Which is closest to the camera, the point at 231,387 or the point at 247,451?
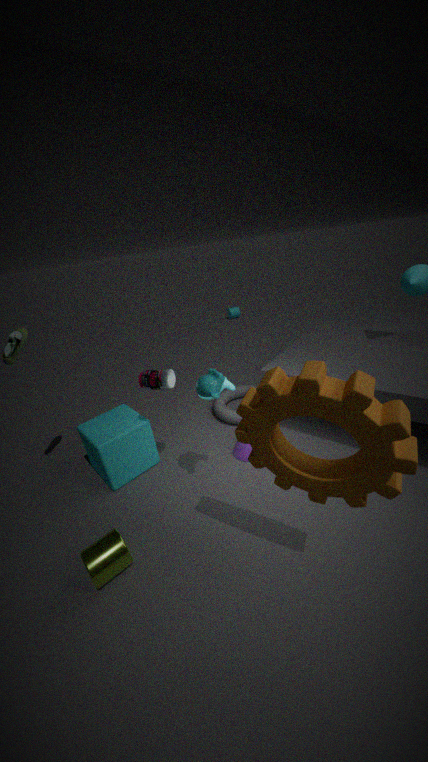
the point at 231,387
